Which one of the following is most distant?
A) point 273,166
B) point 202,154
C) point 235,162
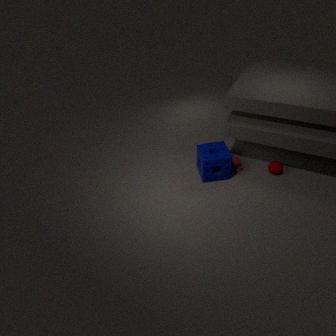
point 235,162
